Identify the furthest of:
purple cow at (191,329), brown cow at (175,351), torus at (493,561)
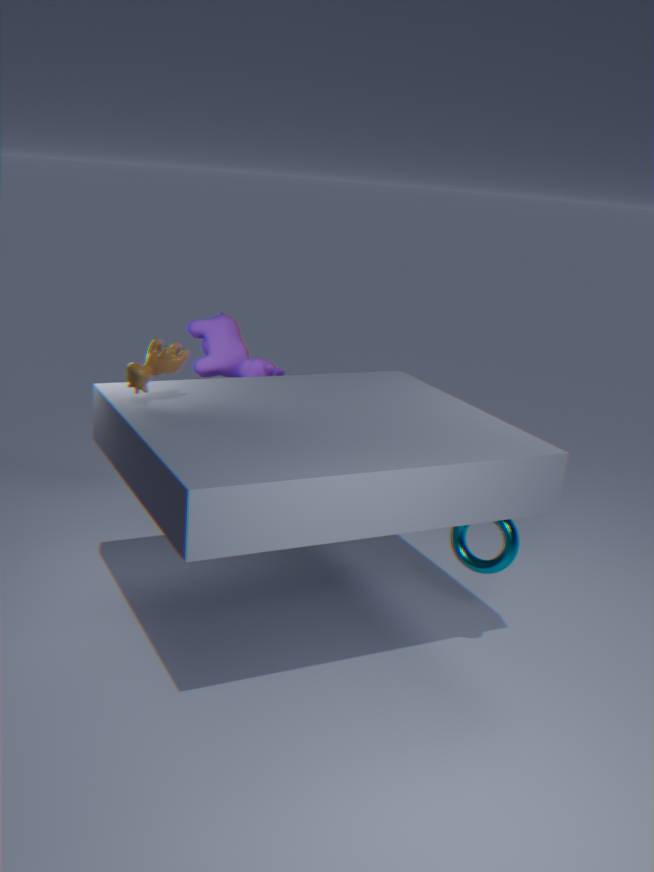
purple cow at (191,329)
